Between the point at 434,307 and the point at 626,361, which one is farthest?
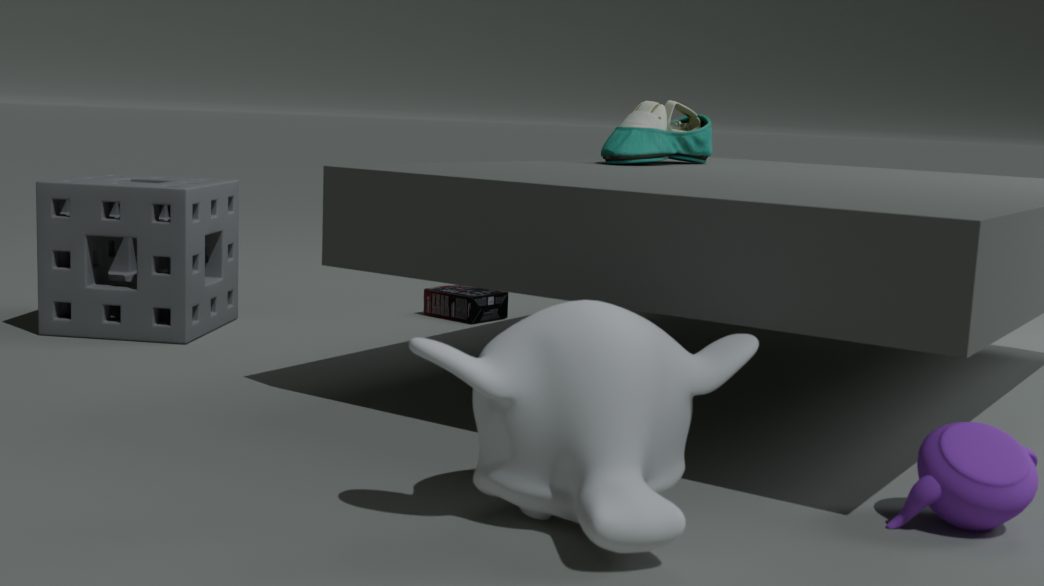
the point at 434,307
